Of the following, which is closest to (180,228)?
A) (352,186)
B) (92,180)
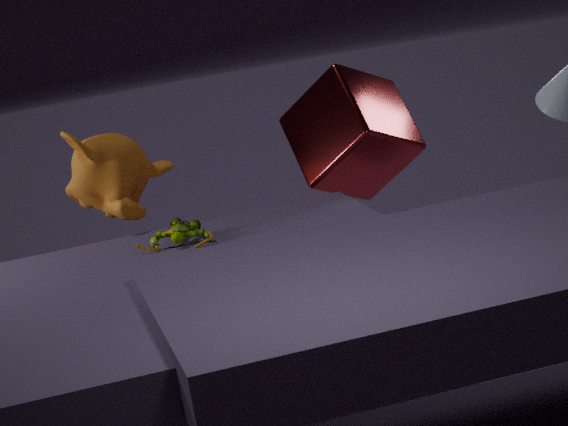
(92,180)
